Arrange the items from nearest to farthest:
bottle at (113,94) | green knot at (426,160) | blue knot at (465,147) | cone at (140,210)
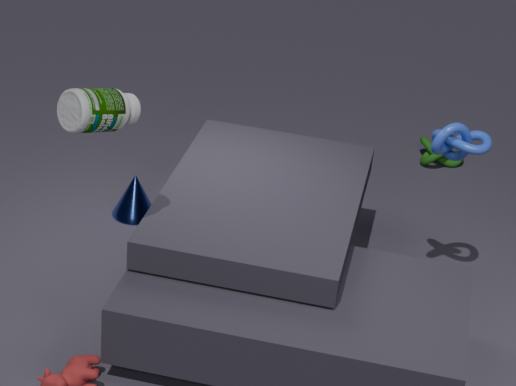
bottle at (113,94)
blue knot at (465,147)
cone at (140,210)
green knot at (426,160)
